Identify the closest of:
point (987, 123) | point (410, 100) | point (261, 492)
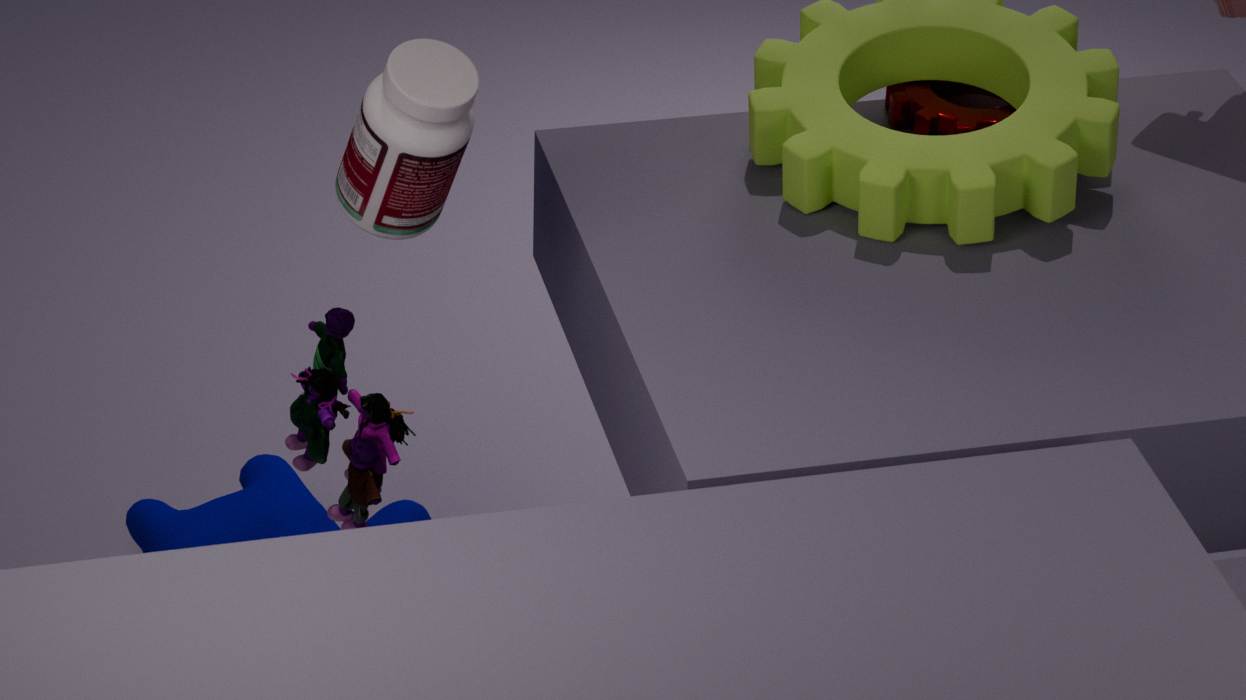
point (410, 100)
